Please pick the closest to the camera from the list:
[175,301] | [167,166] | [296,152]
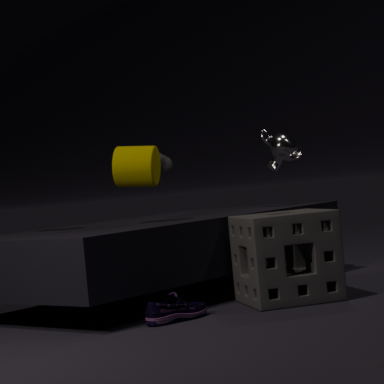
[175,301]
